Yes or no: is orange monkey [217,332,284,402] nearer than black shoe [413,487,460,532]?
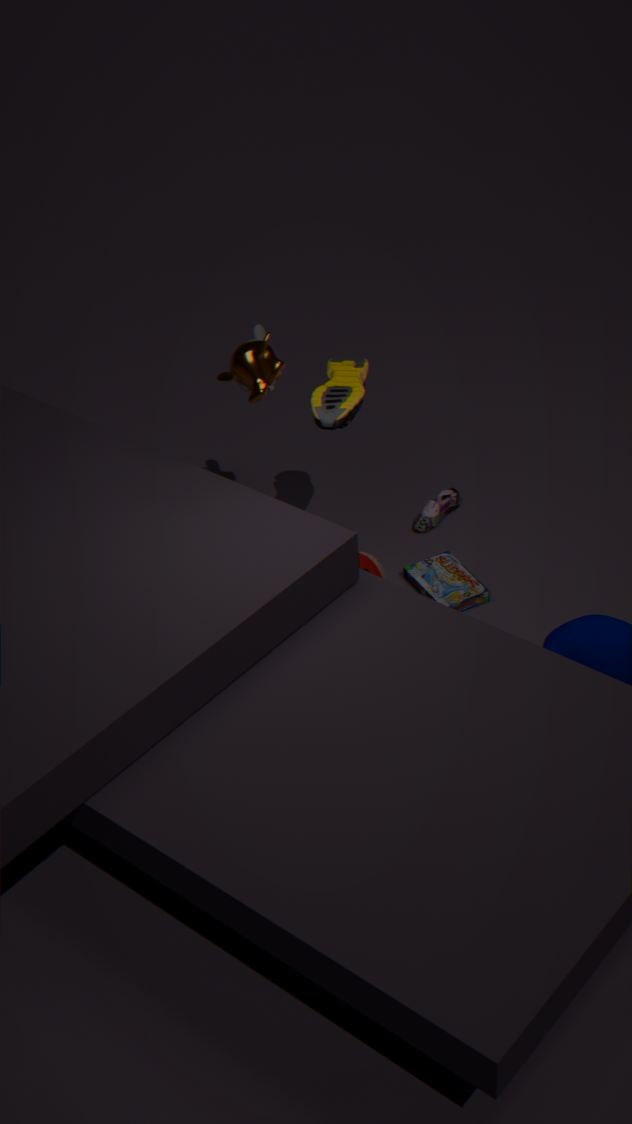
Yes
